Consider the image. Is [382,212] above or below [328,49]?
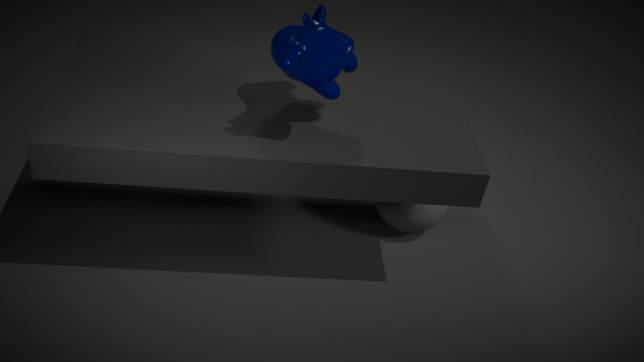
below
